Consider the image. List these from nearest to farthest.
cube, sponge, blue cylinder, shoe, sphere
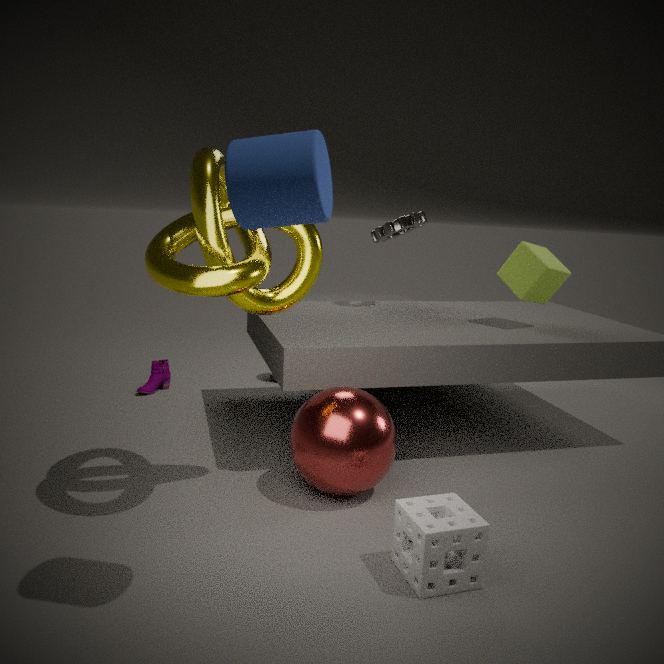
blue cylinder < sponge < sphere < cube < shoe
